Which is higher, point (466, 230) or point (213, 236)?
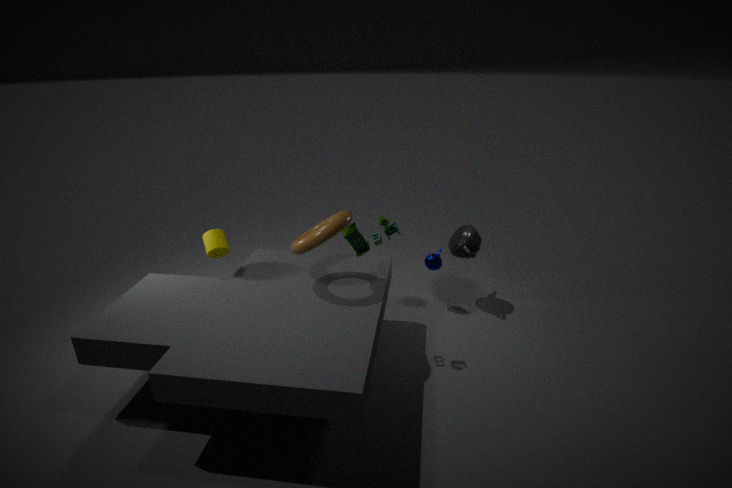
point (213, 236)
